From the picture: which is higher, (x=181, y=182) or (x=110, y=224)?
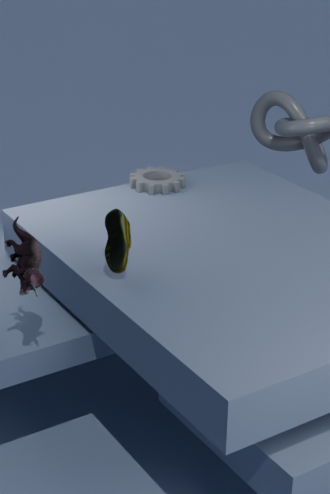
(x=110, y=224)
